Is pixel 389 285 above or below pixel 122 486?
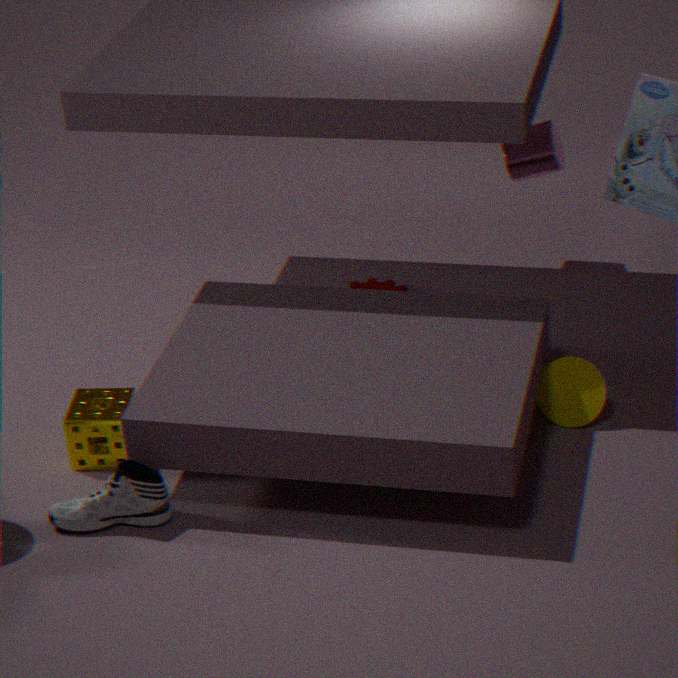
below
